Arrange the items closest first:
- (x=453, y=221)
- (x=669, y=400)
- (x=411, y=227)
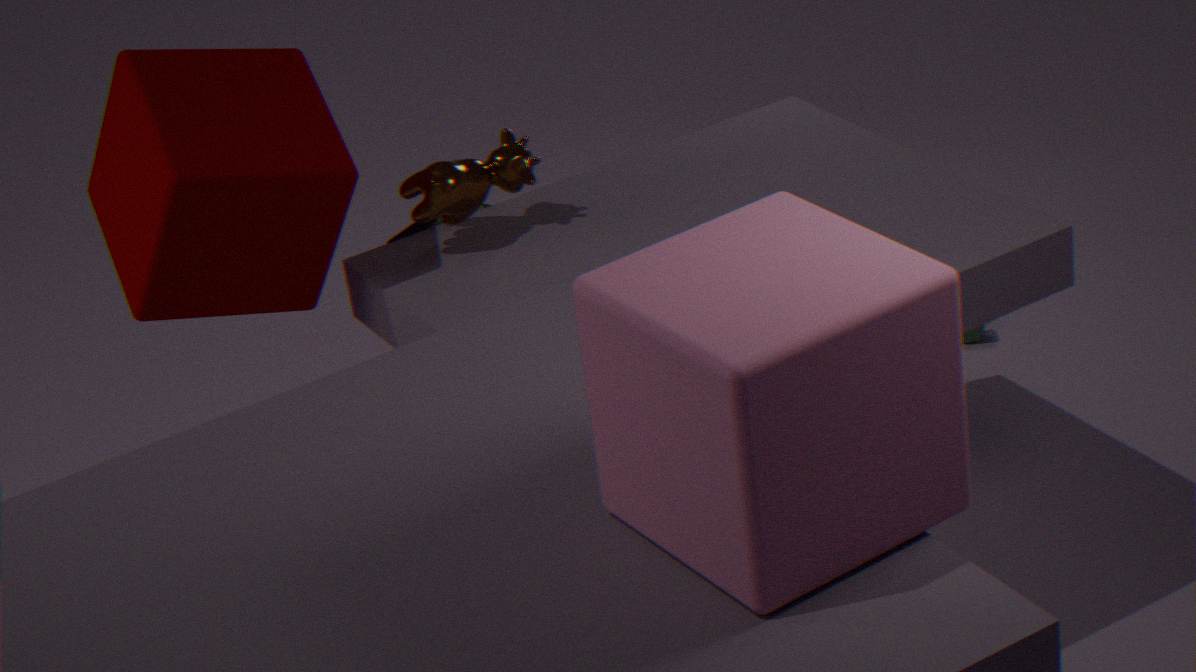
1. (x=669, y=400)
2. (x=453, y=221)
3. (x=411, y=227)
